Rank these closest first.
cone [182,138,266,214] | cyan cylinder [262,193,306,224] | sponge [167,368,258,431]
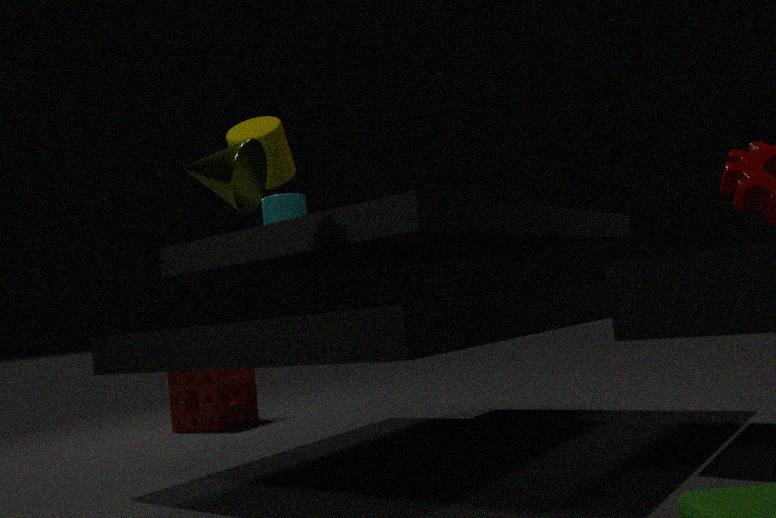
cone [182,138,266,214], cyan cylinder [262,193,306,224], sponge [167,368,258,431]
